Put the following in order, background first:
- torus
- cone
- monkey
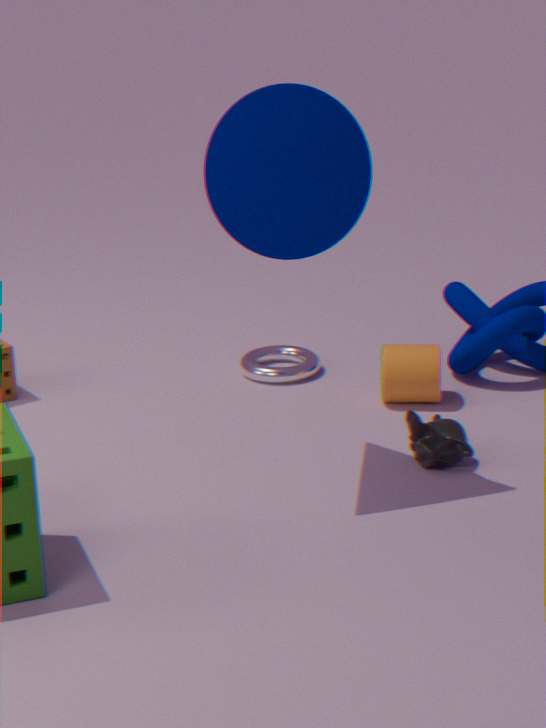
torus → monkey → cone
